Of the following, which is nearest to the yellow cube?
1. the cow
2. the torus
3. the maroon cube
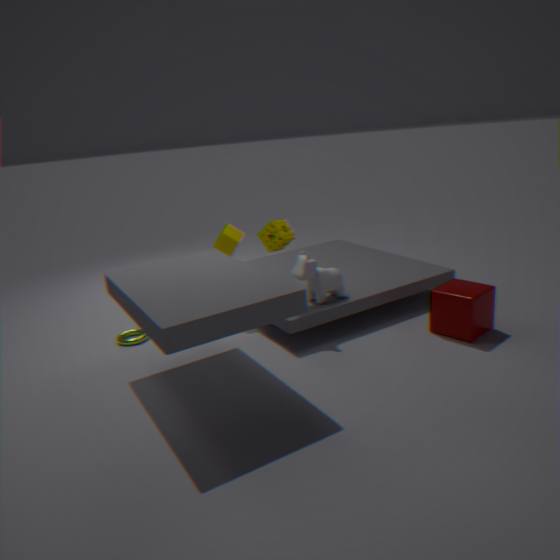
A: the cow
